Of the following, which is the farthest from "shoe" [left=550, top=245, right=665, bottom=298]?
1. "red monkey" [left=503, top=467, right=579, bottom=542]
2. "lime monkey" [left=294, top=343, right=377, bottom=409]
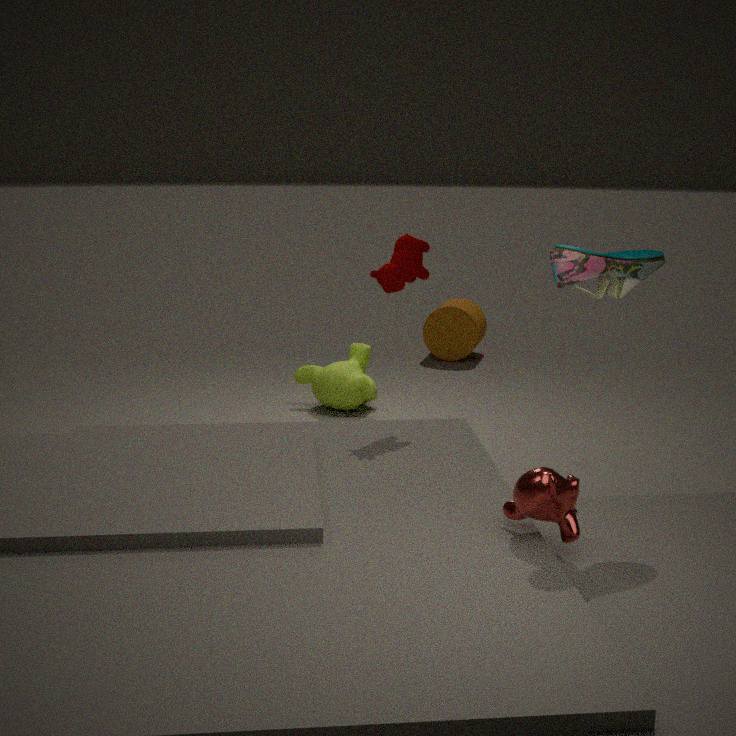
"lime monkey" [left=294, top=343, right=377, bottom=409]
